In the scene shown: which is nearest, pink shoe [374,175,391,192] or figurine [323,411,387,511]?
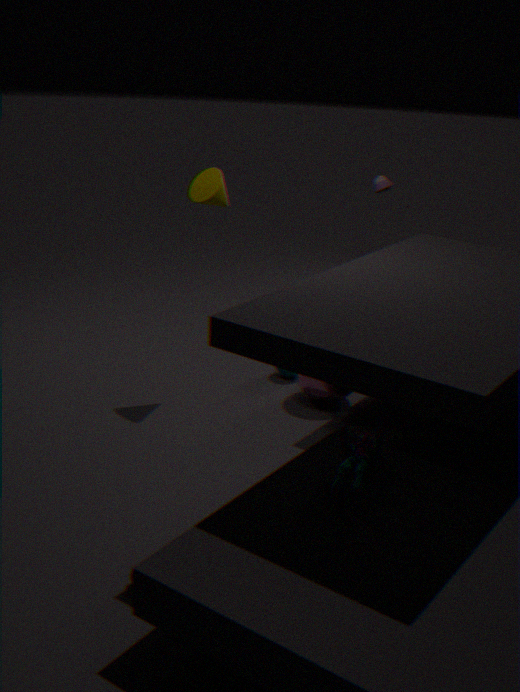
figurine [323,411,387,511]
